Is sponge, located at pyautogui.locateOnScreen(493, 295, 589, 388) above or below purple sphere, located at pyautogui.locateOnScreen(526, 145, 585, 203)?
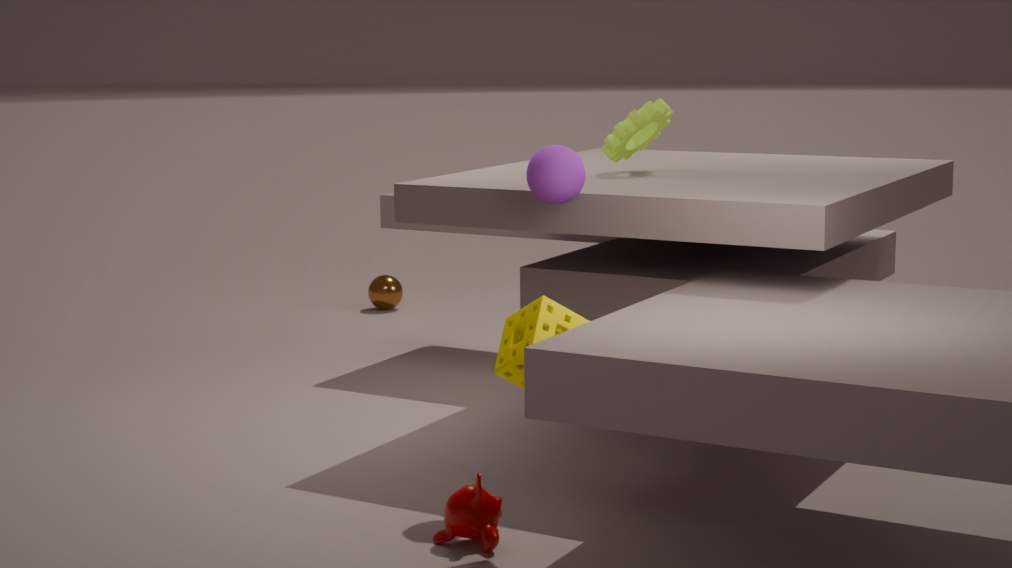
below
